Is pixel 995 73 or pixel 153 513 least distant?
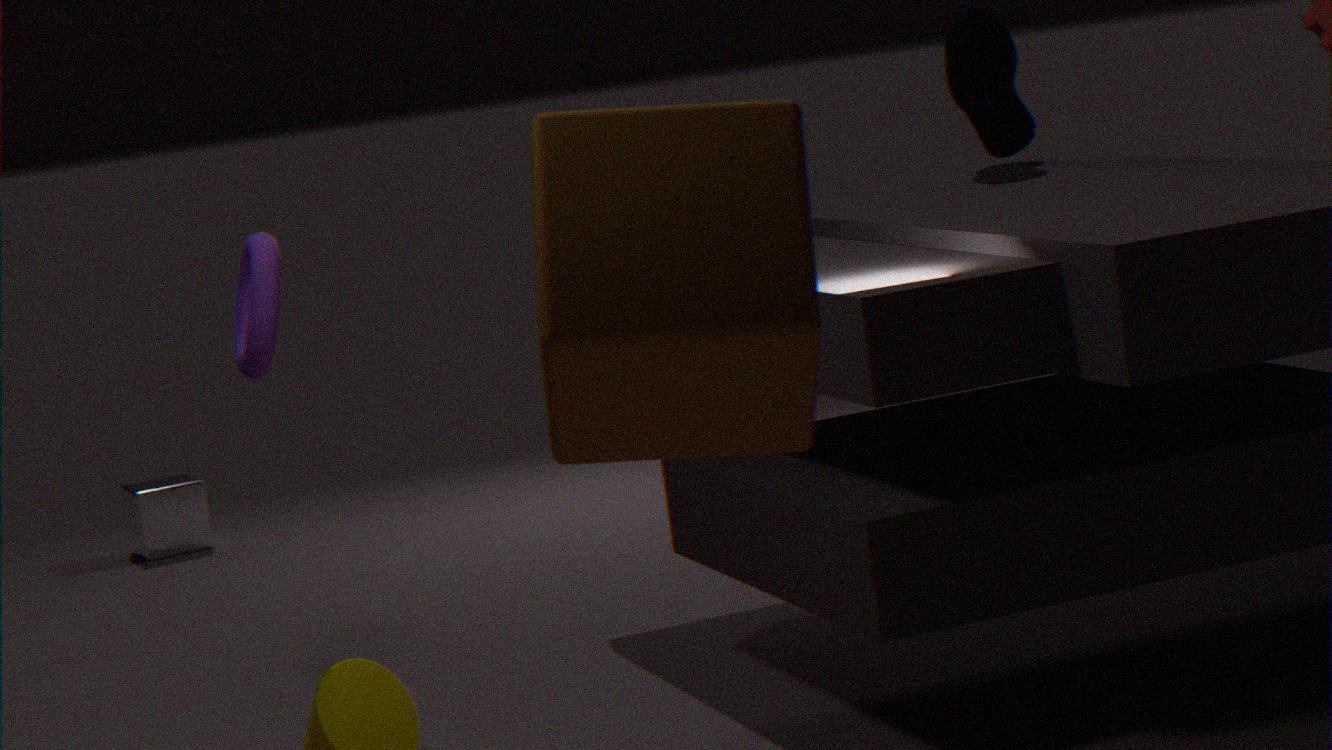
pixel 995 73
